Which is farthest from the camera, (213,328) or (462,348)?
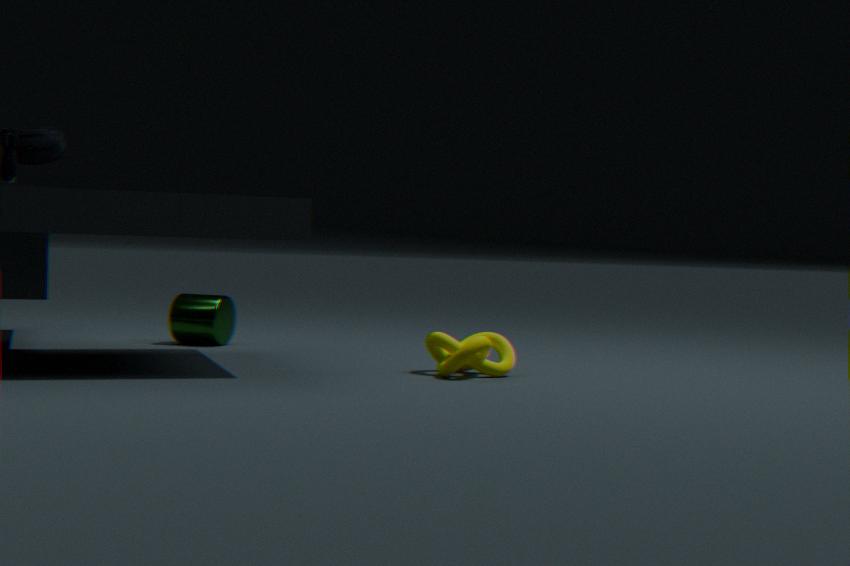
(213,328)
